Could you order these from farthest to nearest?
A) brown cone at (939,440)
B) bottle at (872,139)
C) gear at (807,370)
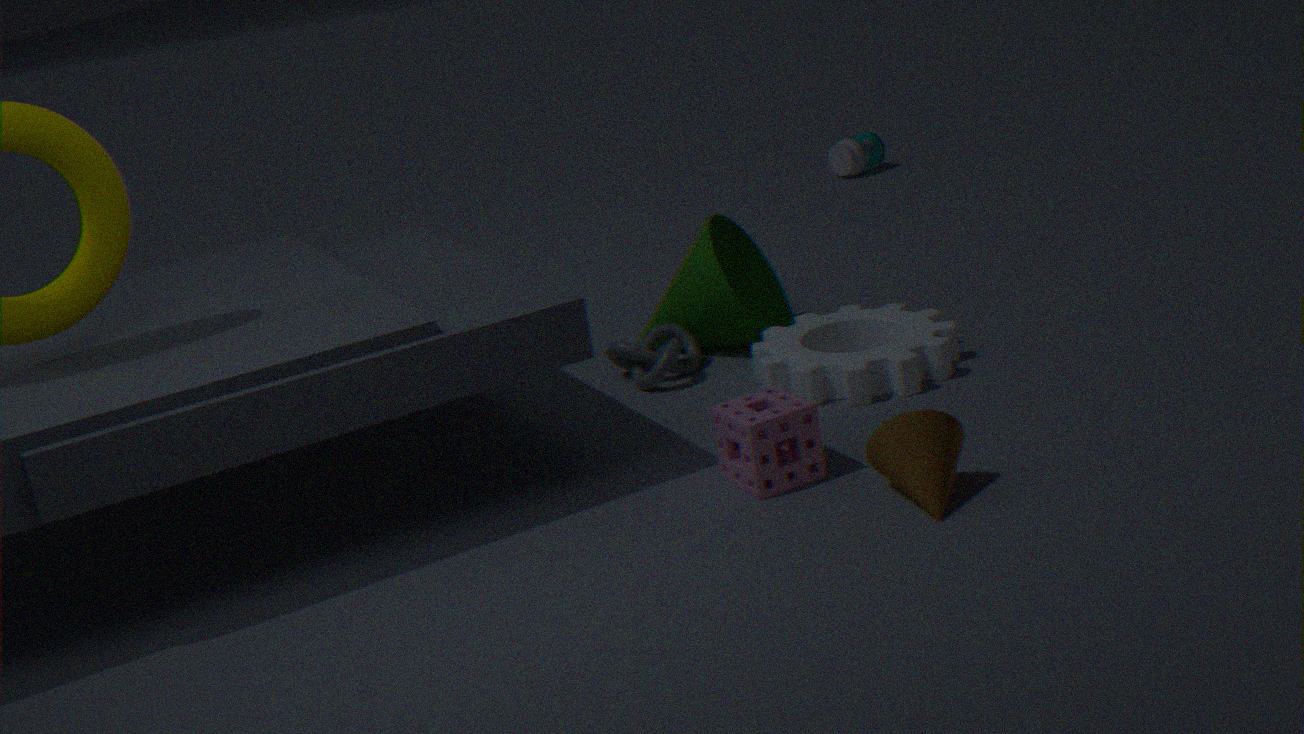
bottle at (872,139)
gear at (807,370)
brown cone at (939,440)
